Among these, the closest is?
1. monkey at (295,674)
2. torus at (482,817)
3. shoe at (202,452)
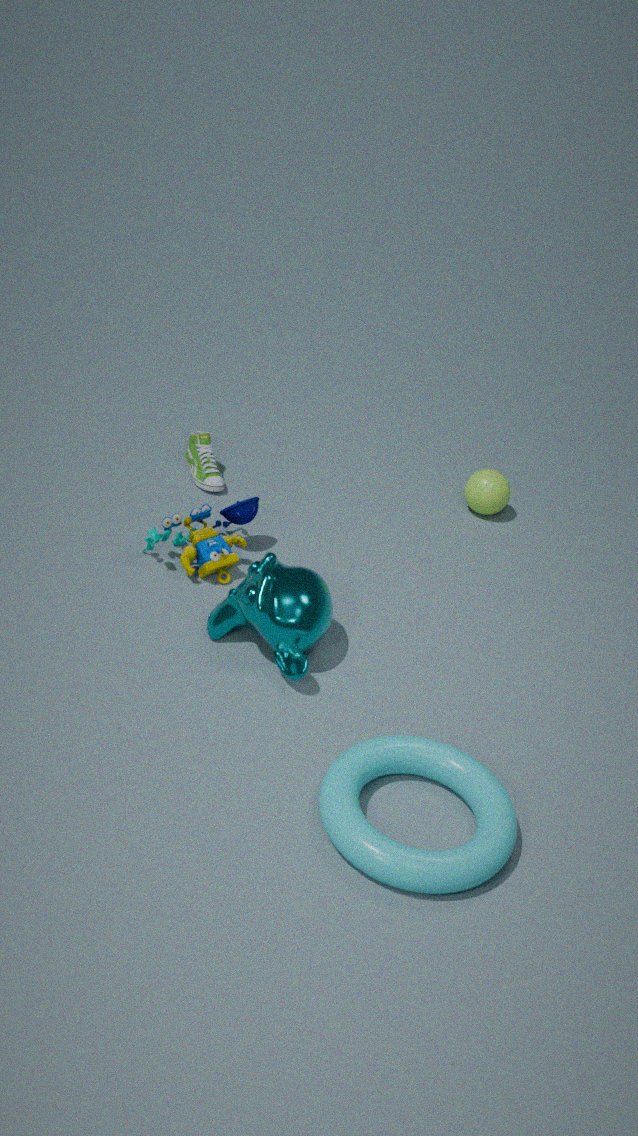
torus at (482,817)
